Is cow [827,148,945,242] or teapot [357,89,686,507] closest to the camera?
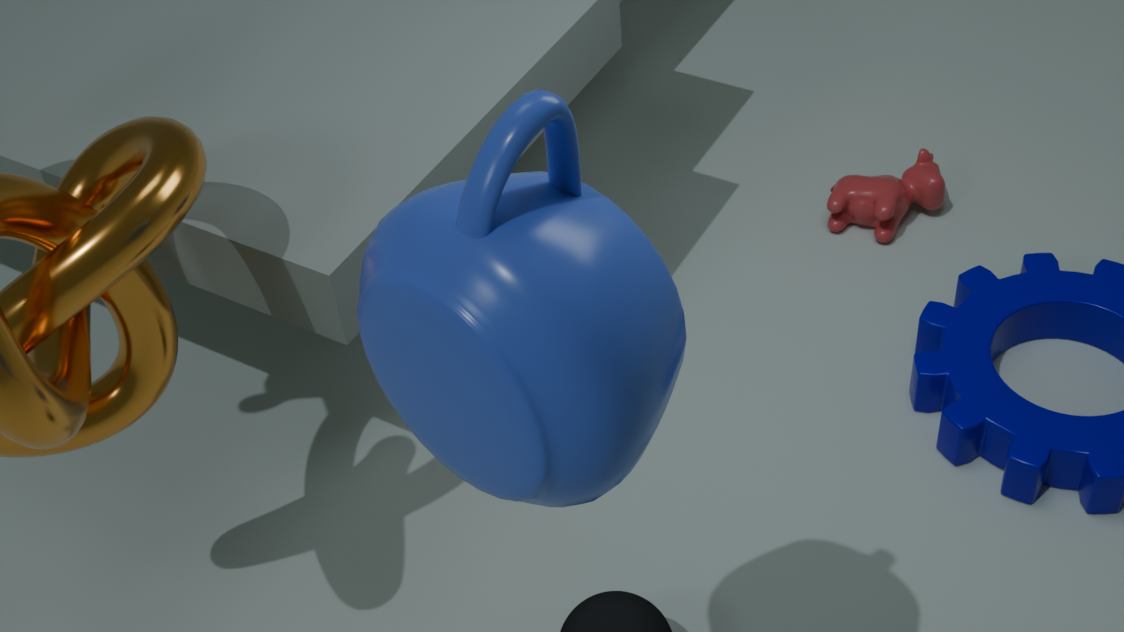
teapot [357,89,686,507]
